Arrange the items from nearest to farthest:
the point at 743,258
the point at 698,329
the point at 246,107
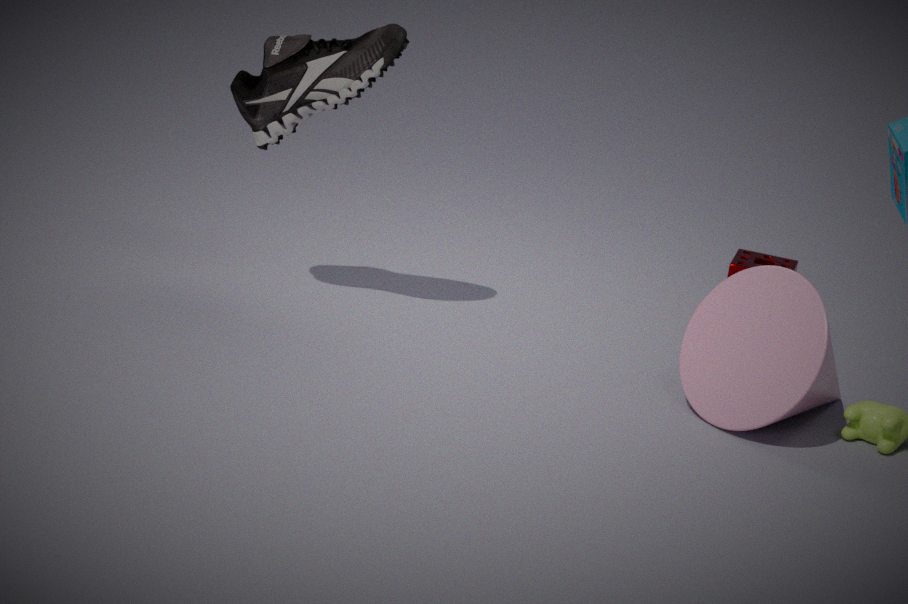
1. the point at 698,329
2. the point at 246,107
3. the point at 743,258
